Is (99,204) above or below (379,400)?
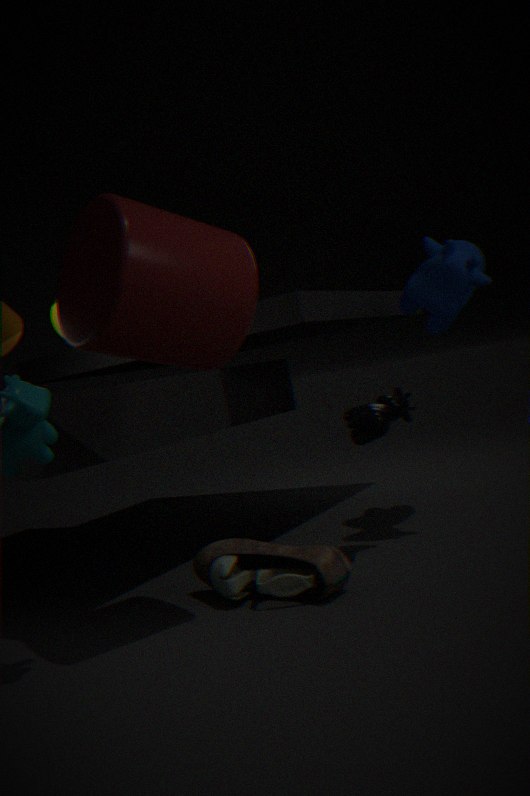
above
